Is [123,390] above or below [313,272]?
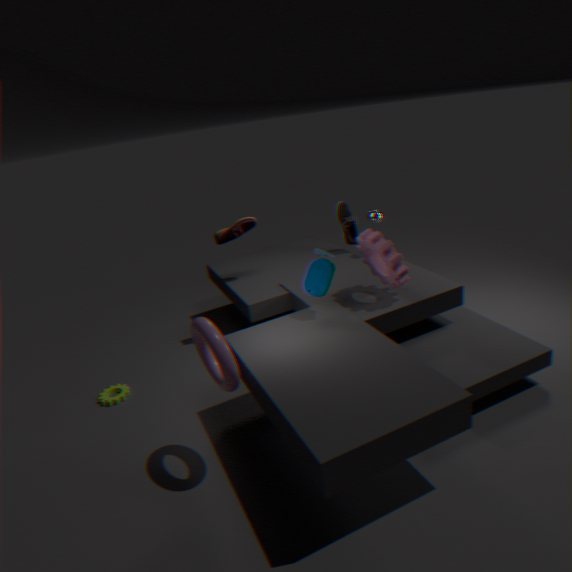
below
